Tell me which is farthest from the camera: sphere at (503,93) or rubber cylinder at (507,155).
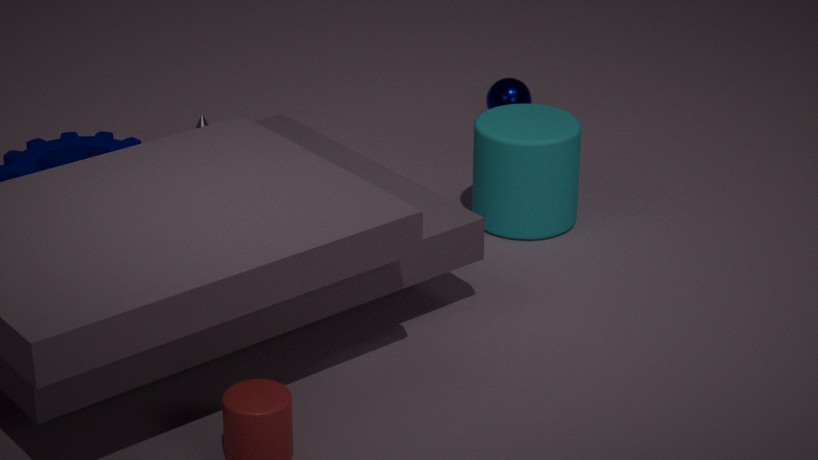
sphere at (503,93)
